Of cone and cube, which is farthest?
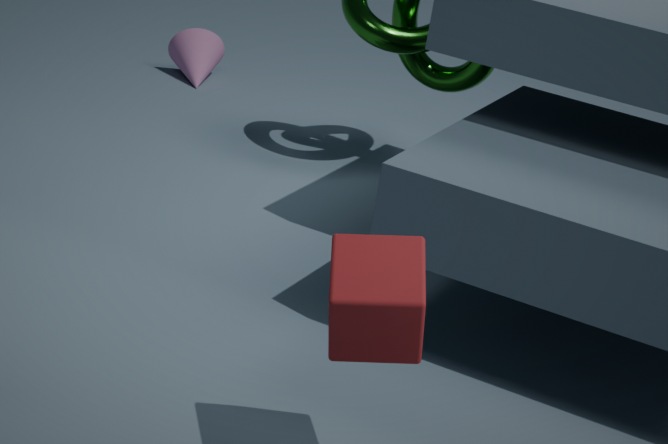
cone
